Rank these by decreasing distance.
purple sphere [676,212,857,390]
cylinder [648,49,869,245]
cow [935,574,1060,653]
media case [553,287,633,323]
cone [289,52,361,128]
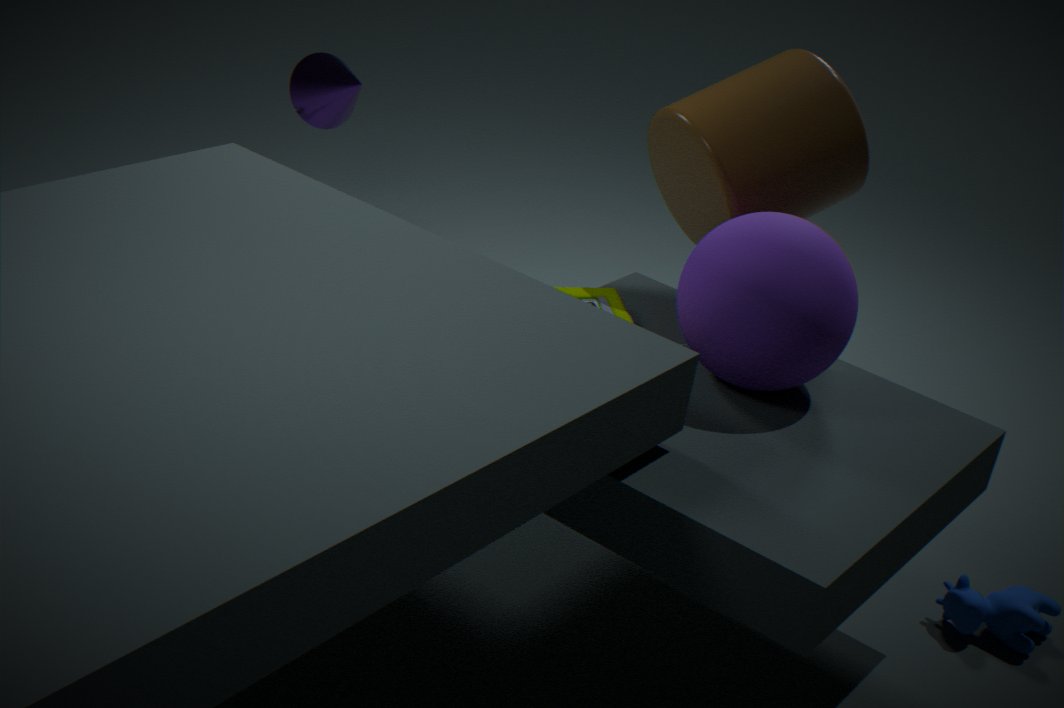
cone [289,52,361,128] < cow [935,574,1060,653] < media case [553,287,633,323] < cylinder [648,49,869,245] < purple sphere [676,212,857,390]
